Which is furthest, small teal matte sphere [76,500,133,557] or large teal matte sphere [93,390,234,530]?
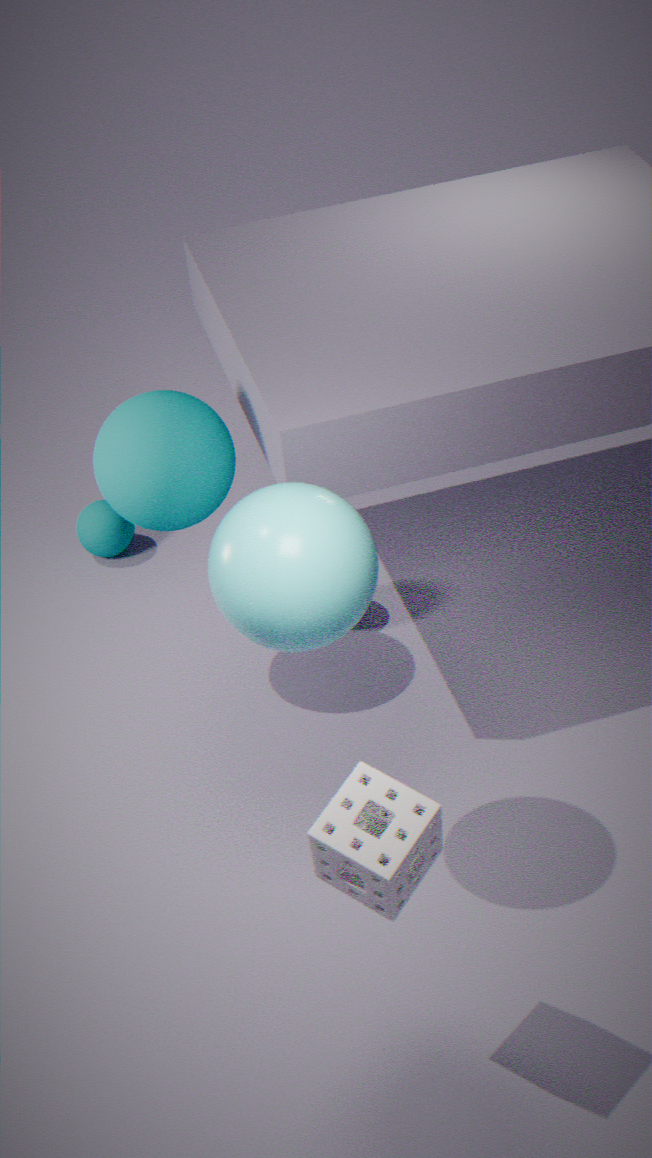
small teal matte sphere [76,500,133,557]
